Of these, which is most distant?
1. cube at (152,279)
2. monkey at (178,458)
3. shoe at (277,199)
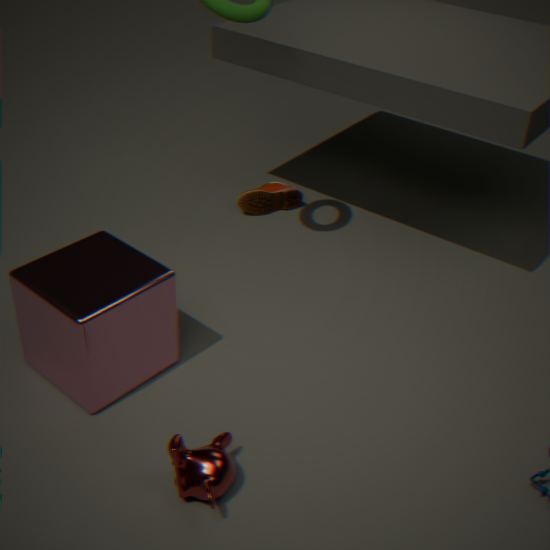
shoe at (277,199)
